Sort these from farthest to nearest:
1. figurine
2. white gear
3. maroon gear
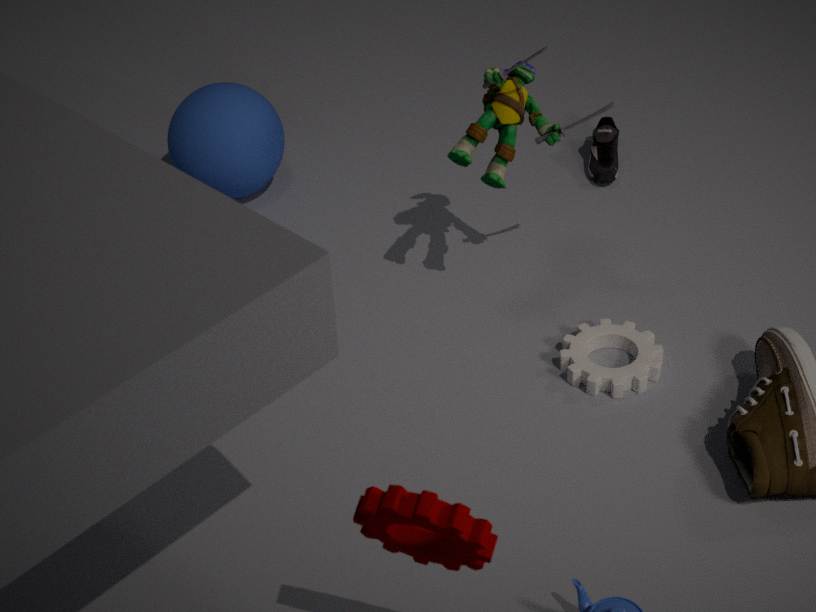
white gear < figurine < maroon gear
